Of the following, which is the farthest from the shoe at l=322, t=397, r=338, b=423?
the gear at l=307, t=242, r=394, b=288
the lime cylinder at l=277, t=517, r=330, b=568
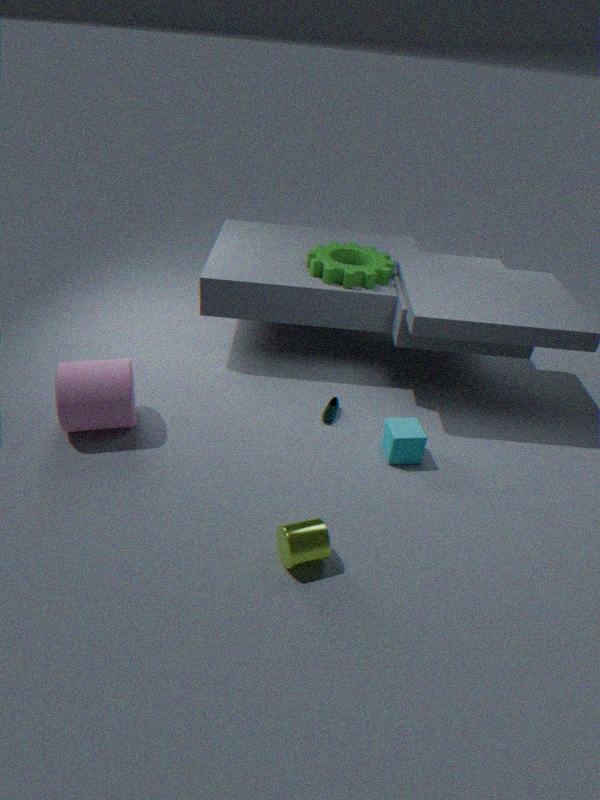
the lime cylinder at l=277, t=517, r=330, b=568
